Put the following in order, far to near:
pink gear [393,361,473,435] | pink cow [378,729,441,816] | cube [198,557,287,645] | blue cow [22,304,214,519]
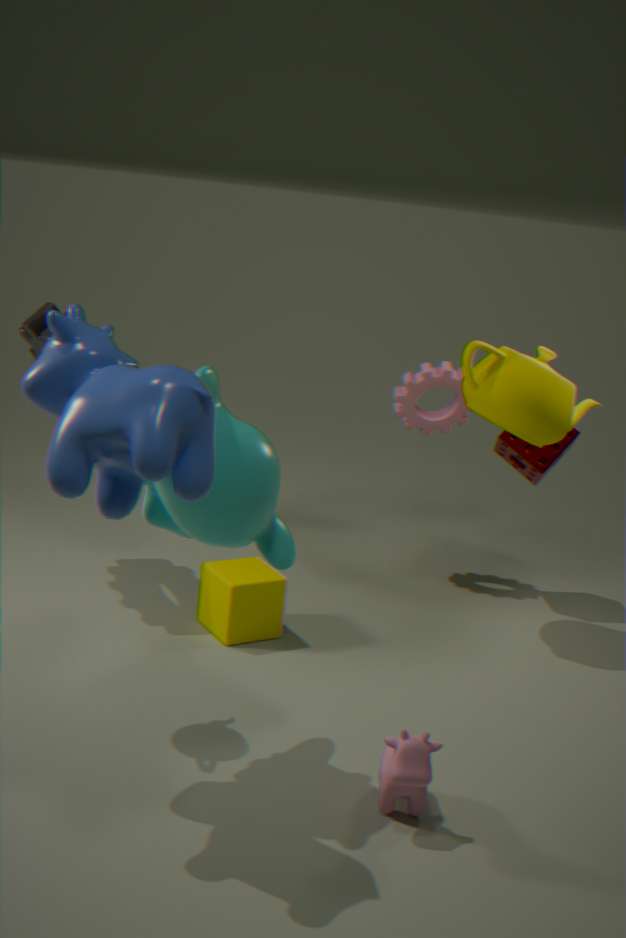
pink gear [393,361,473,435] → cube [198,557,287,645] → pink cow [378,729,441,816] → blue cow [22,304,214,519]
